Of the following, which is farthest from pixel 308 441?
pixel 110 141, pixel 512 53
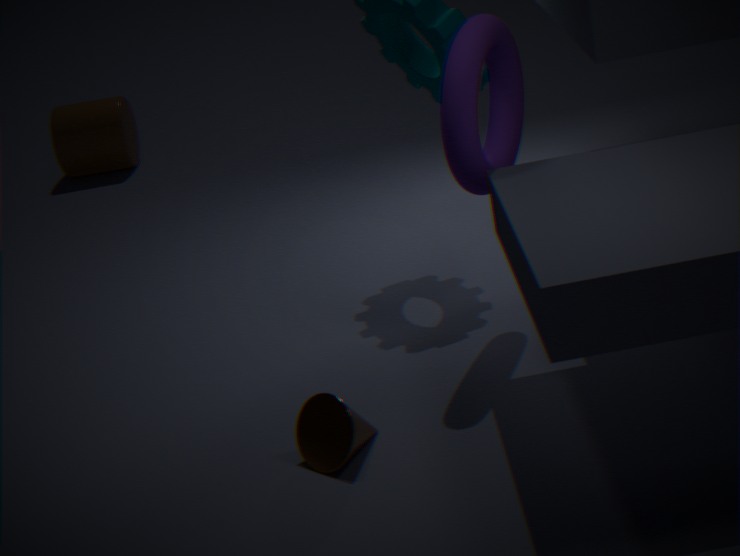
pixel 110 141
